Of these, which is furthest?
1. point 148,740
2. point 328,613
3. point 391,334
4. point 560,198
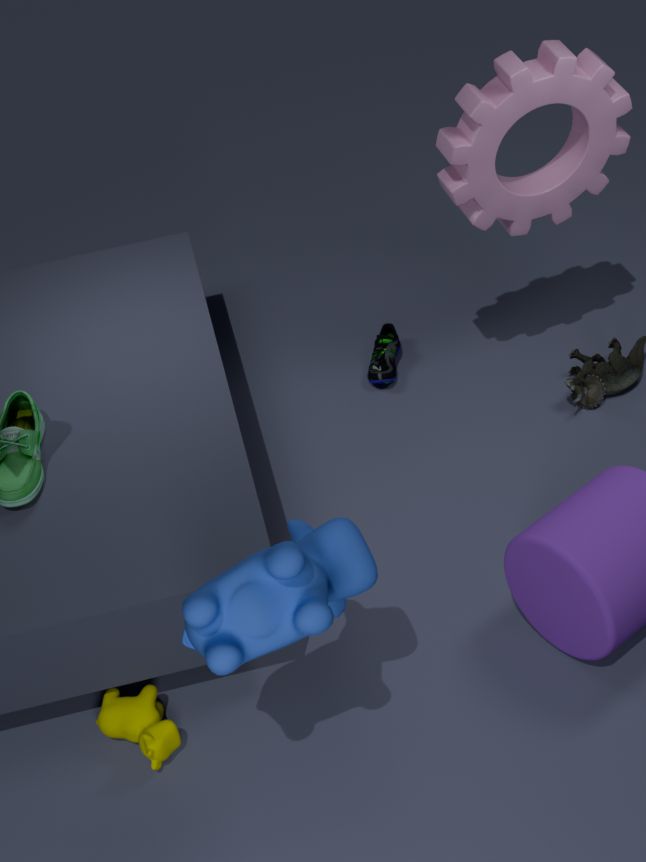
point 391,334
